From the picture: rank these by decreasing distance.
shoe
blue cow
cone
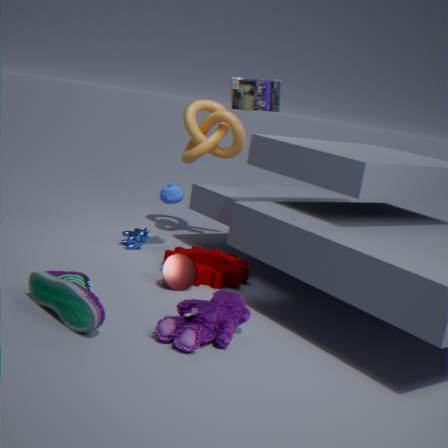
1. blue cow
2. cone
3. shoe
